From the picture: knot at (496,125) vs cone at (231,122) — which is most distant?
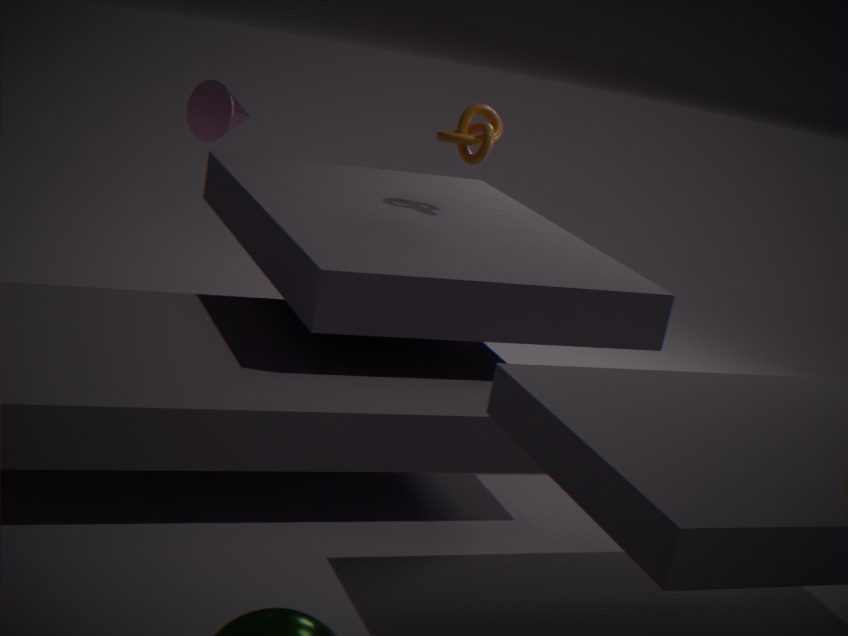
knot at (496,125)
